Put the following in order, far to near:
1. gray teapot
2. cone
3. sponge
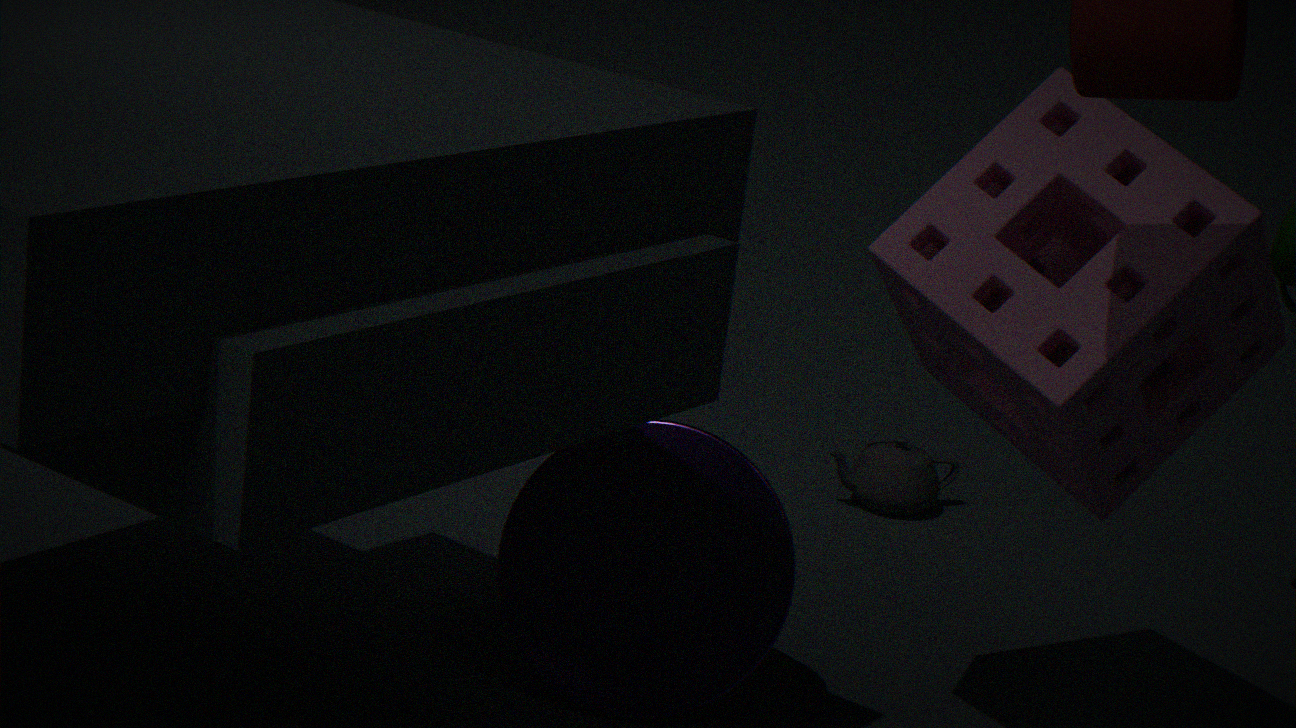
1. gray teapot
2. cone
3. sponge
